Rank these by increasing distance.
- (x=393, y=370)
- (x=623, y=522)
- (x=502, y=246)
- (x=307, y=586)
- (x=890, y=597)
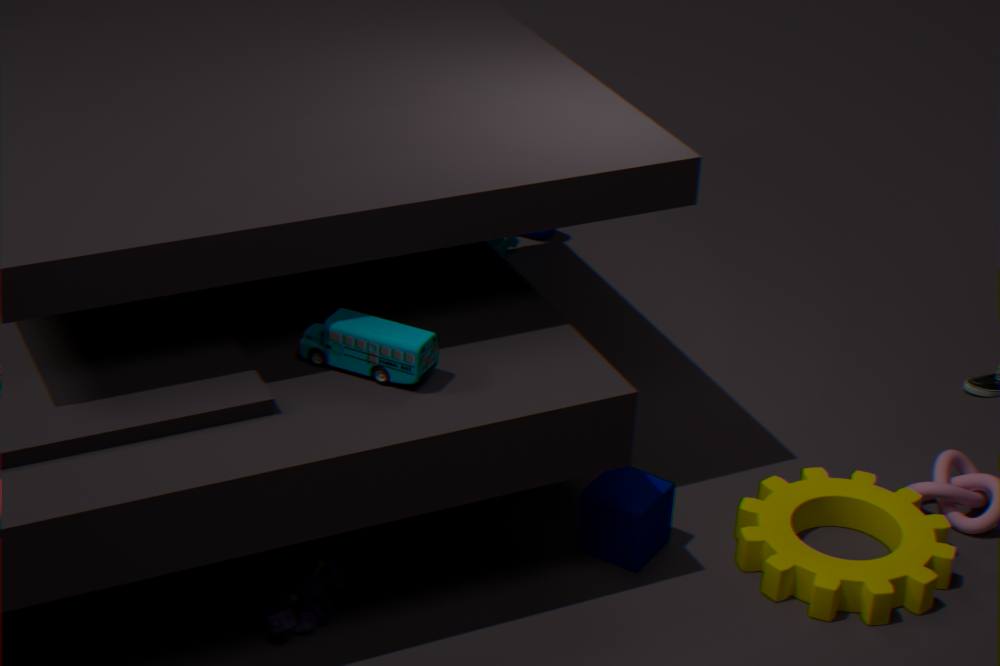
(x=393, y=370), (x=307, y=586), (x=890, y=597), (x=623, y=522), (x=502, y=246)
